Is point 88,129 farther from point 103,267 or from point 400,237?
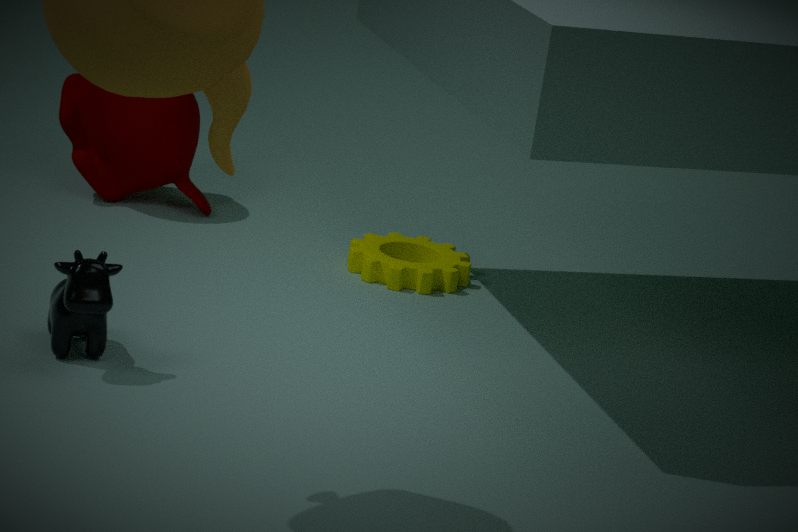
point 103,267
